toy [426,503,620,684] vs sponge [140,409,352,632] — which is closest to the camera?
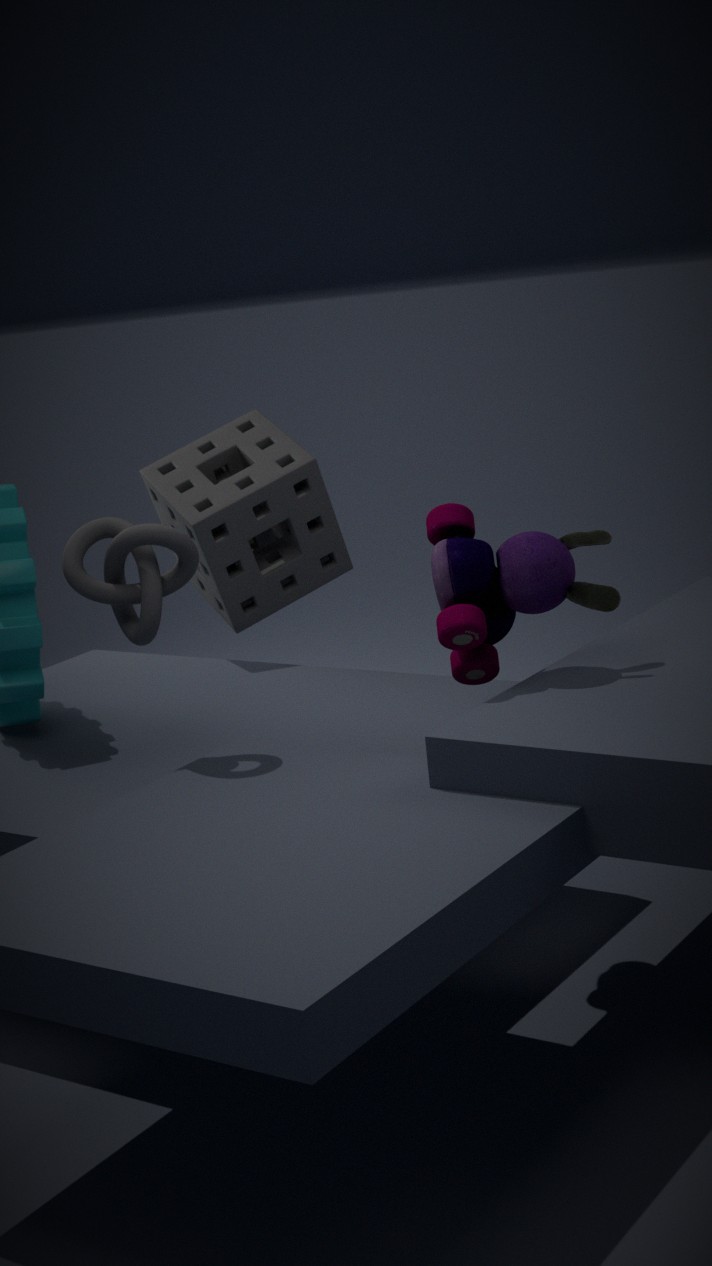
toy [426,503,620,684]
